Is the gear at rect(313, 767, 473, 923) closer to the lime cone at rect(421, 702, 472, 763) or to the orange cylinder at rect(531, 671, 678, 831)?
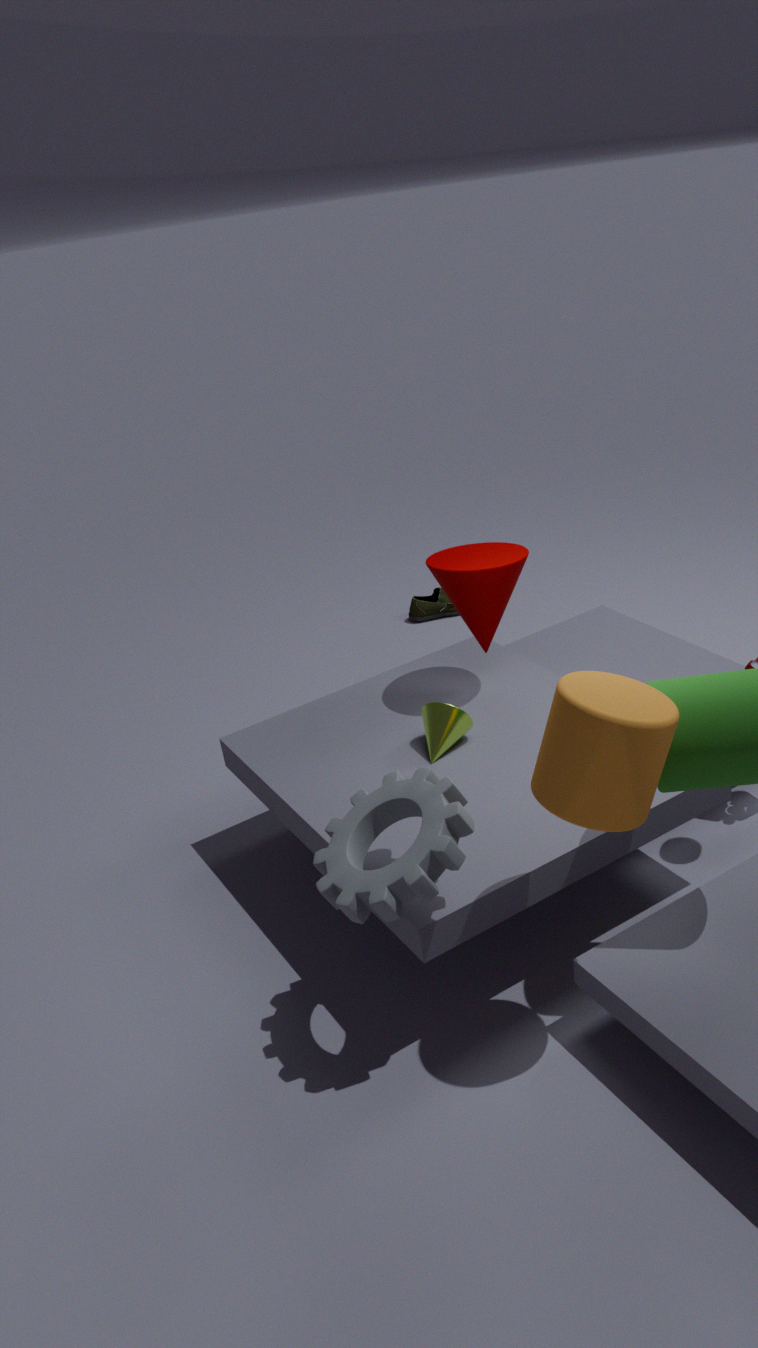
the orange cylinder at rect(531, 671, 678, 831)
